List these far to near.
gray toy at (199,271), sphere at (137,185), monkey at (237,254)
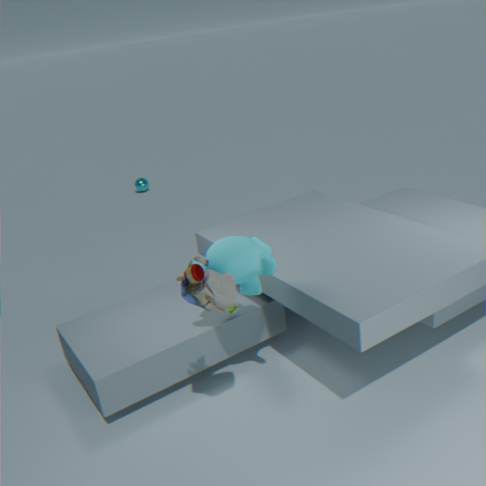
sphere at (137,185)
monkey at (237,254)
gray toy at (199,271)
